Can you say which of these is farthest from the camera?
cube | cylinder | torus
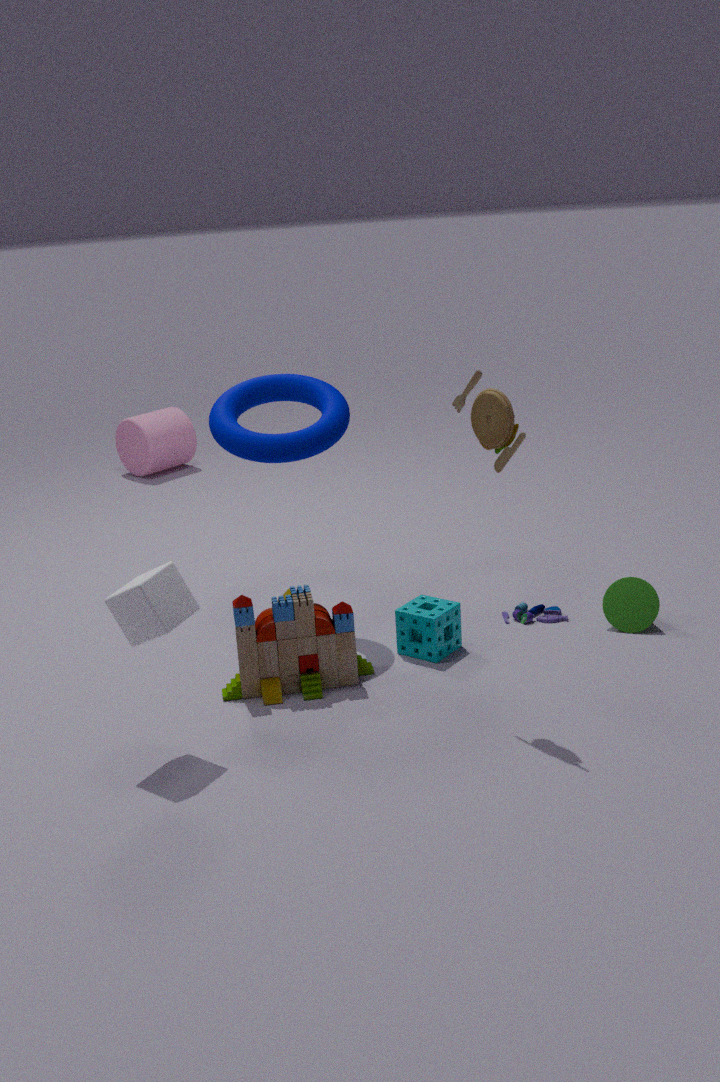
cylinder
